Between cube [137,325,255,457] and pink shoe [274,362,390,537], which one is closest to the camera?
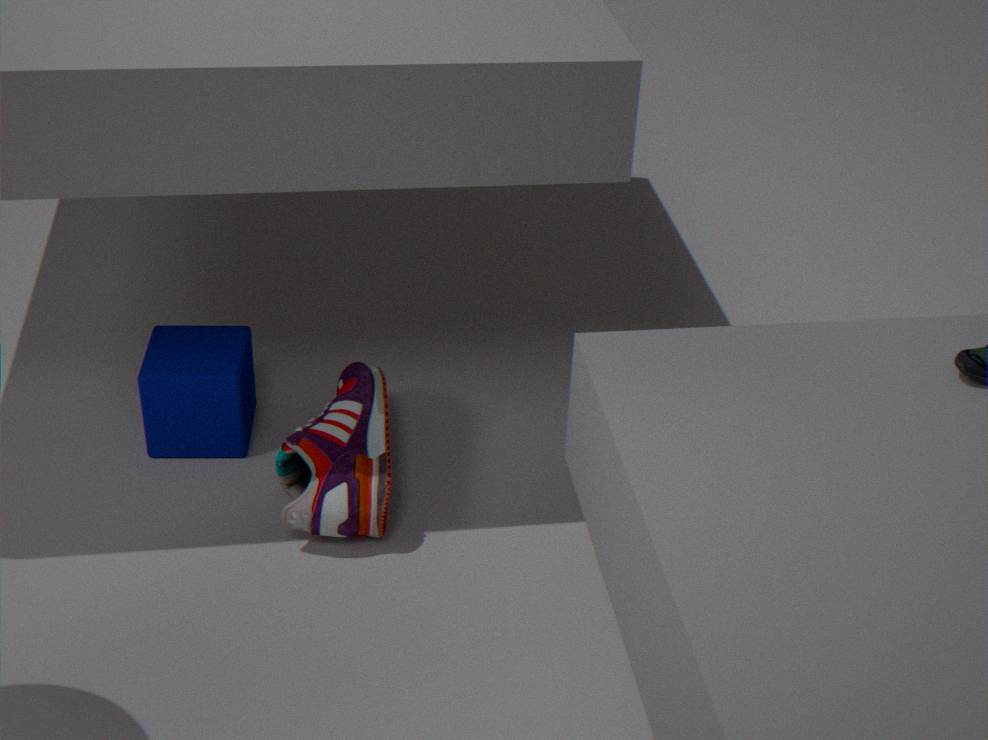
pink shoe [274,362,390,537]
